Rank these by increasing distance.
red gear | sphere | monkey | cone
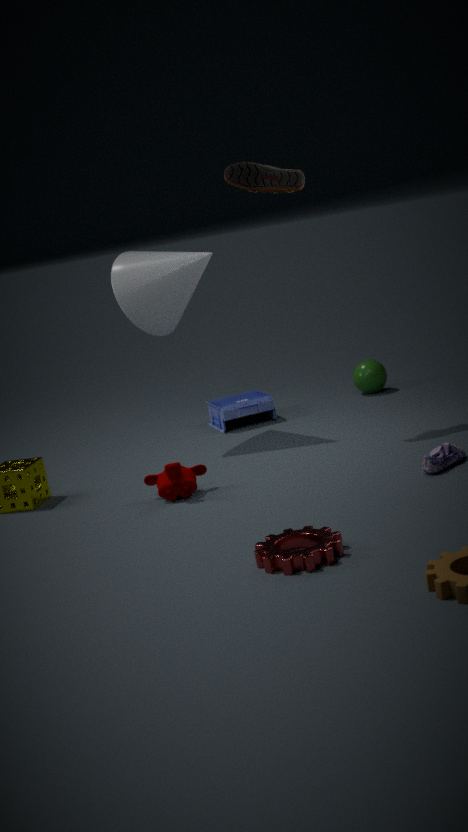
red gear < monkey < cone < sphere
